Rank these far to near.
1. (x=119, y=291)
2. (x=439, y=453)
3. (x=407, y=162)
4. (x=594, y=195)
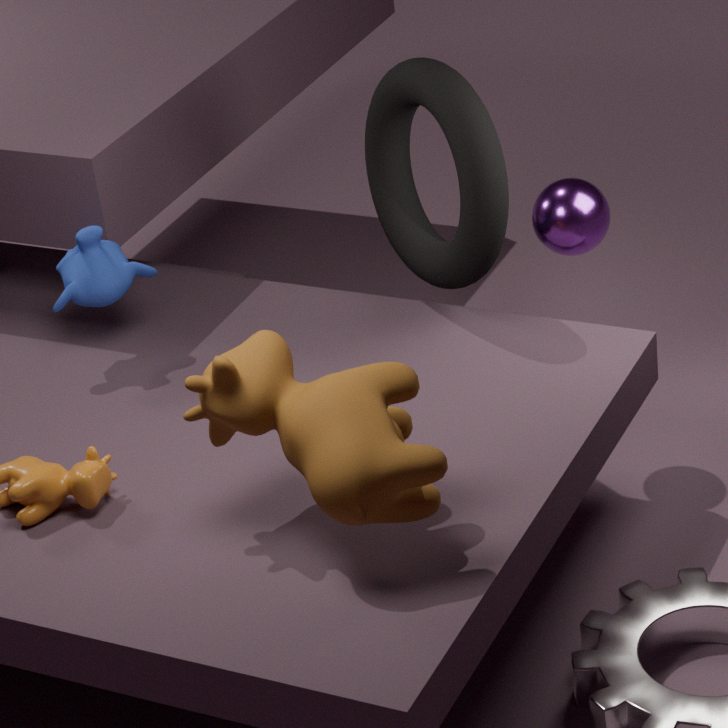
(x=407, y=162)
(x=119, y=291)
(x=594, y=195)
(x=439, y=453)
